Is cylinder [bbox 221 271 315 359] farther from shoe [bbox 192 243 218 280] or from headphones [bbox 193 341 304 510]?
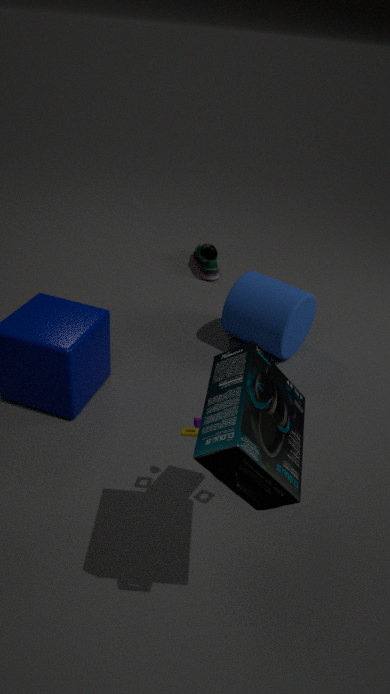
headphones [bbox 193 341 304 510]
